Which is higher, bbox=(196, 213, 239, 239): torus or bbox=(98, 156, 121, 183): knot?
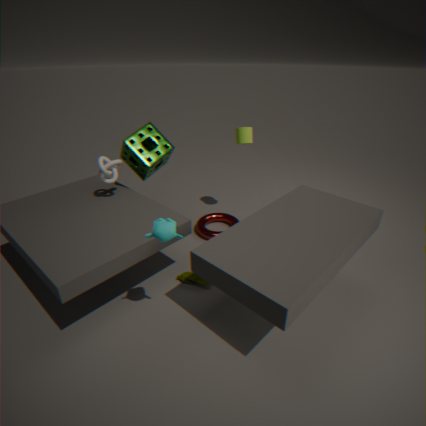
bbox=(98, 156, 121, 183): knot
